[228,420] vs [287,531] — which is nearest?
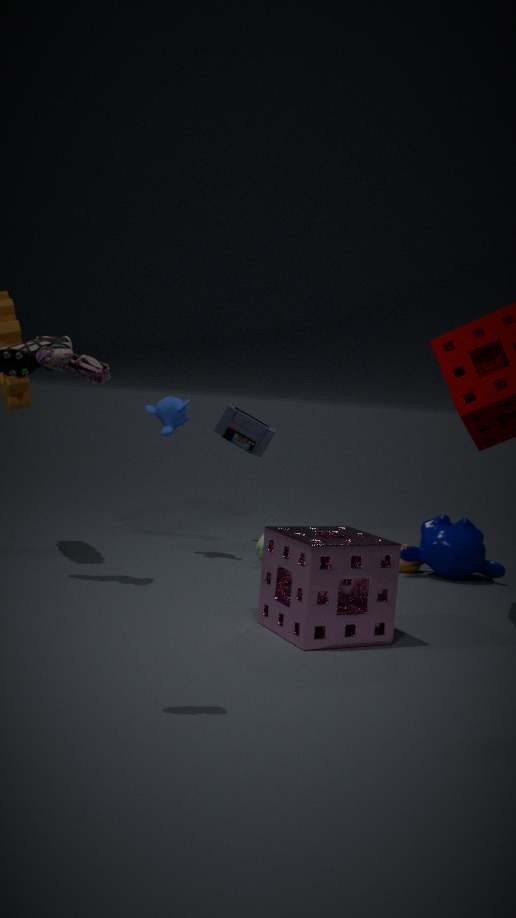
[287,531]
